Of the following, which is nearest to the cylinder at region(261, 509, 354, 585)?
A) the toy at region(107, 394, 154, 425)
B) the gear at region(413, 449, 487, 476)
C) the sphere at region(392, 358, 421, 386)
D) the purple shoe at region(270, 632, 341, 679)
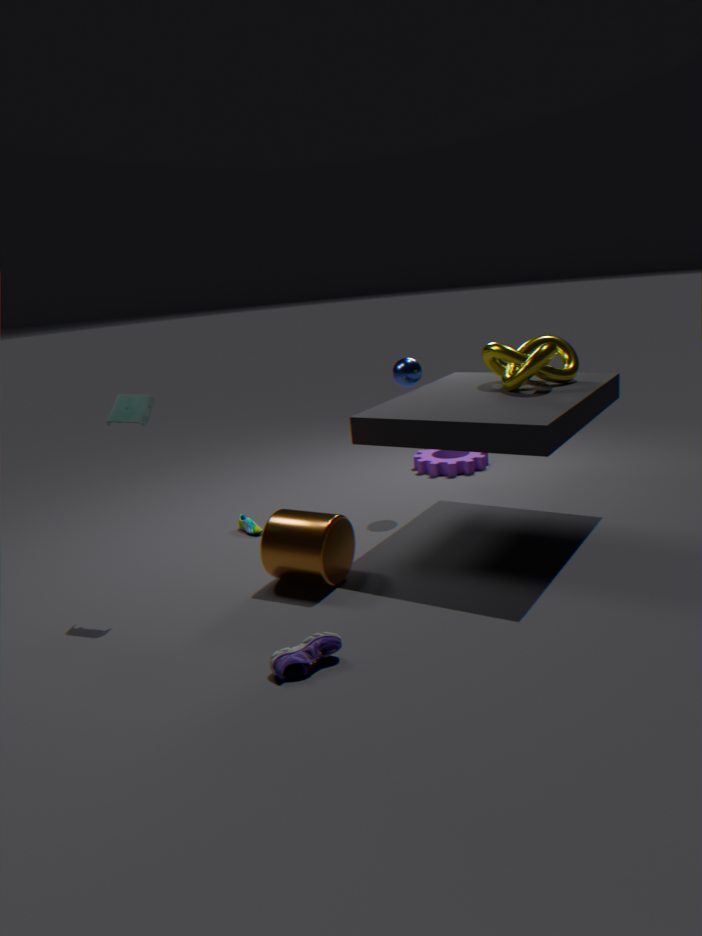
the purple shoe at region(270, 632, 341, 679)
